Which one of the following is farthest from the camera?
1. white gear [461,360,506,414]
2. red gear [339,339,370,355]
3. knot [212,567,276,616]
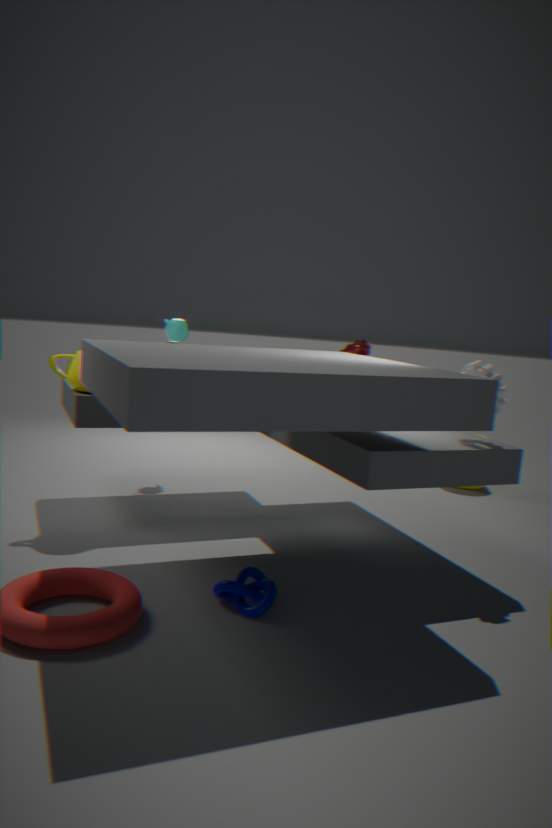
red gear [339,339,370,355]
